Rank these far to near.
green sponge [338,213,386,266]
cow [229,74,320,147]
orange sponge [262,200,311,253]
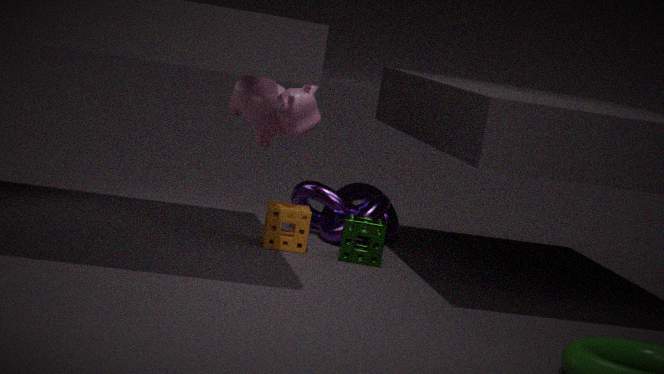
orange sponge [262,200,311,253] → green sponge [338,213,386,266] → cow [229,74,320,147]
